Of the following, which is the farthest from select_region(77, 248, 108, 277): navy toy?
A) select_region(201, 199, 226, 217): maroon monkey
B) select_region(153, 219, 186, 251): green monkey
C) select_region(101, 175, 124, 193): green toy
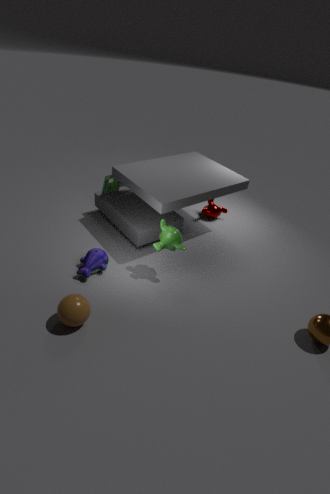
select_region(201, 199, 226, 217): maroon monkey
